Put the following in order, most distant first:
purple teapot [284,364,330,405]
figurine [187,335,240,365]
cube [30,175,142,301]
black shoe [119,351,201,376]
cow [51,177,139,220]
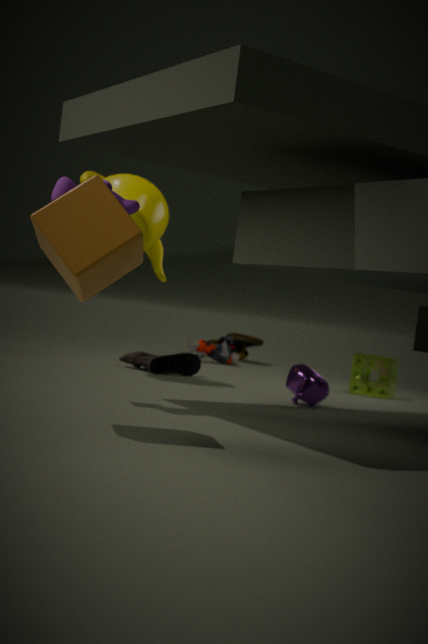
figurine [187,335,240,365] < black shoe [119,351,201,376] < purple teapot [284,364,330,405] < cow [51,177,139,220] < cube [30,175,142,301]
